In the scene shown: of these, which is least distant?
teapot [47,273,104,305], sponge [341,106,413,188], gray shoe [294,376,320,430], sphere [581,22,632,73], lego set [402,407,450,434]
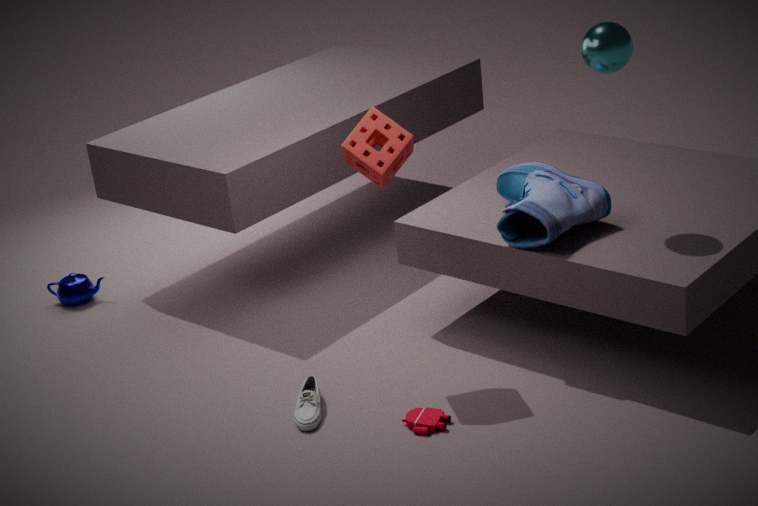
lego set [402,407,450,434]
